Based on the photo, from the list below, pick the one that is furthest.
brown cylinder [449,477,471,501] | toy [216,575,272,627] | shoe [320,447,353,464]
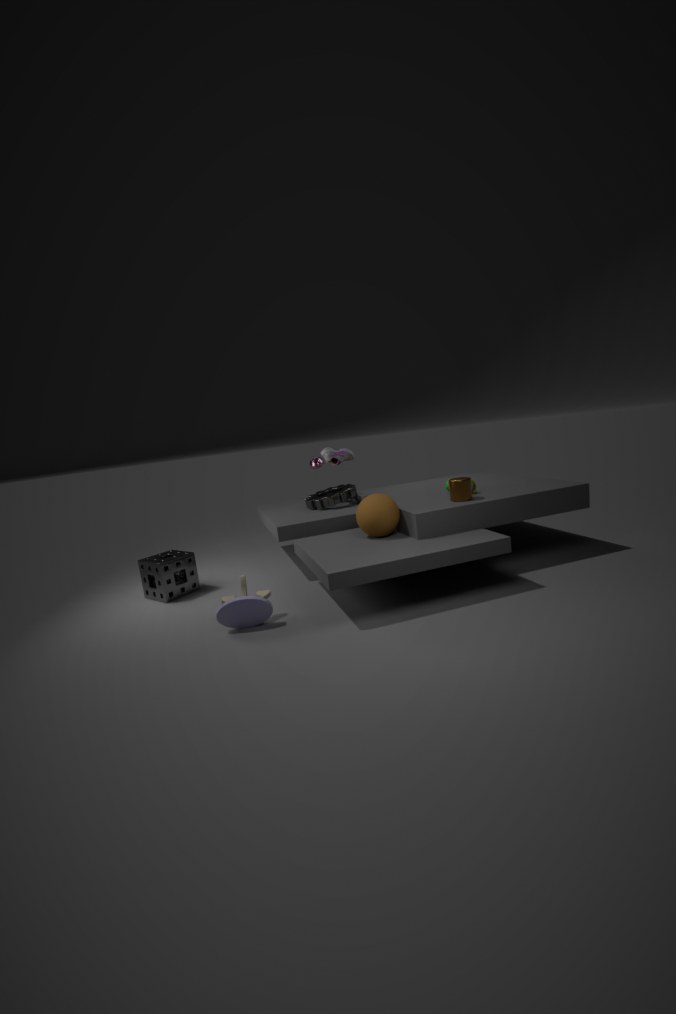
shoe [320,447,353,464]
